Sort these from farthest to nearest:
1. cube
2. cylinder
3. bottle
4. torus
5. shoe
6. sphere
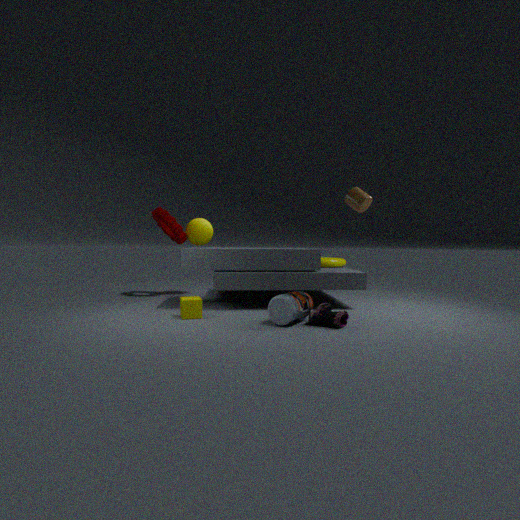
1. sphere
2. torus
3. cylinder
4. cube
5. bottle
6. shoe
